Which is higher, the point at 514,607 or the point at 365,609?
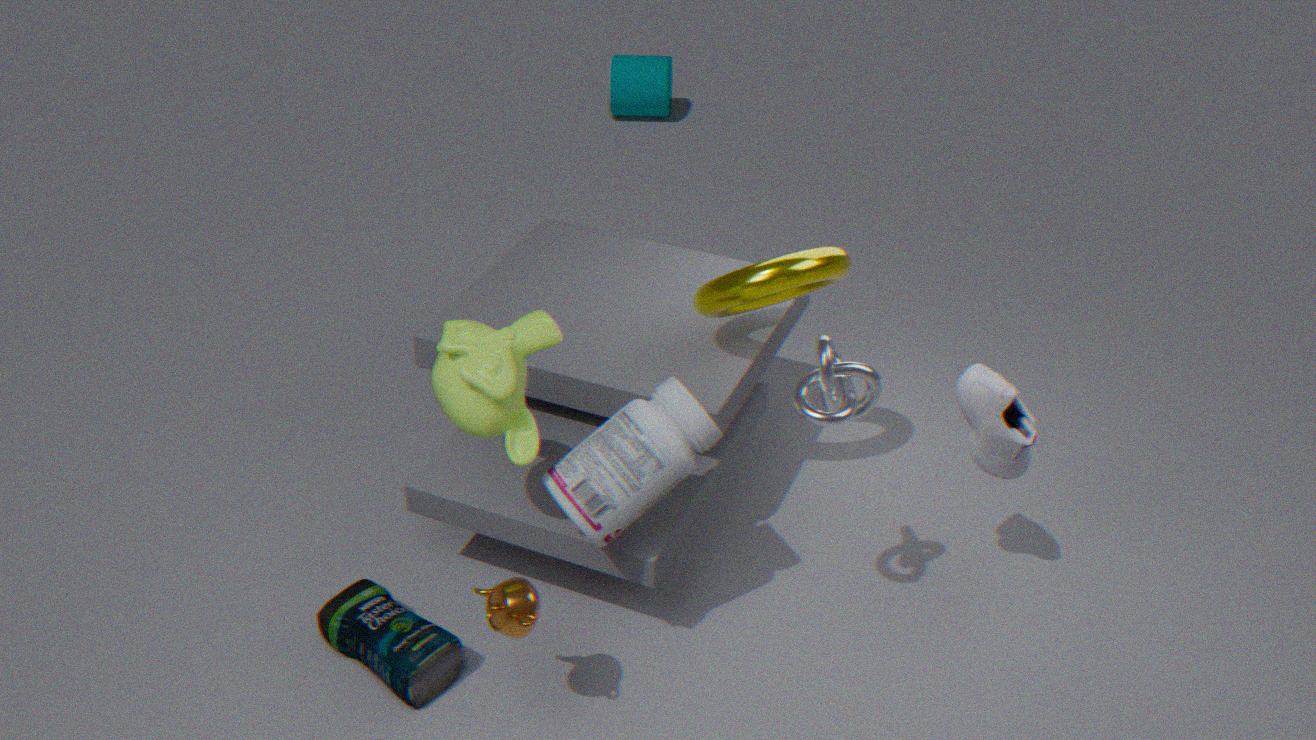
the point at 514,607
